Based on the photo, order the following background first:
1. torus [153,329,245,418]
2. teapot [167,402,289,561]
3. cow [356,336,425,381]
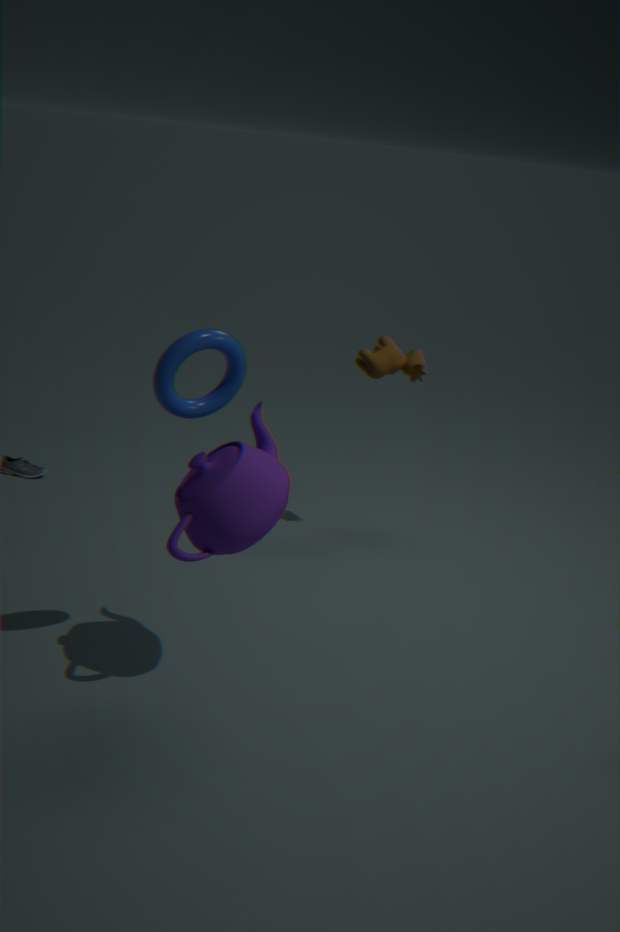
cow [356,336,425,381] → teapot [167,402,289,561] → torus [153,329,245,418]
